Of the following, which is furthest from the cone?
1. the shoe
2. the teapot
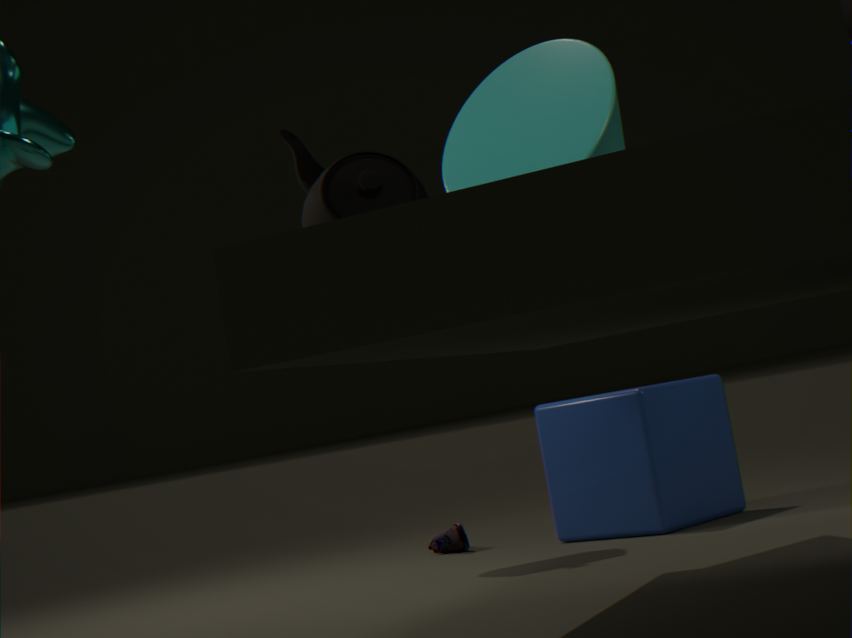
the shoe
